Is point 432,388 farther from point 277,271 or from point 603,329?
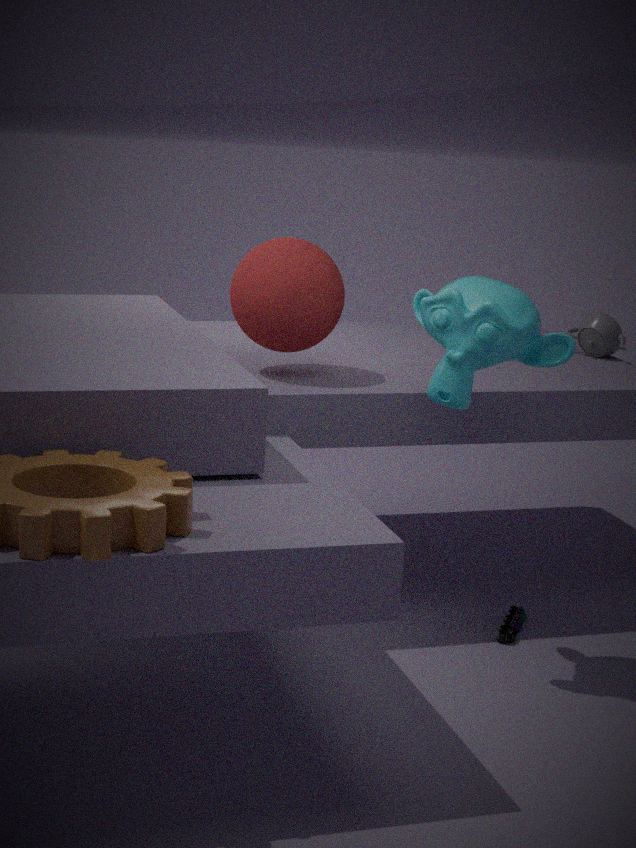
point 603,329
